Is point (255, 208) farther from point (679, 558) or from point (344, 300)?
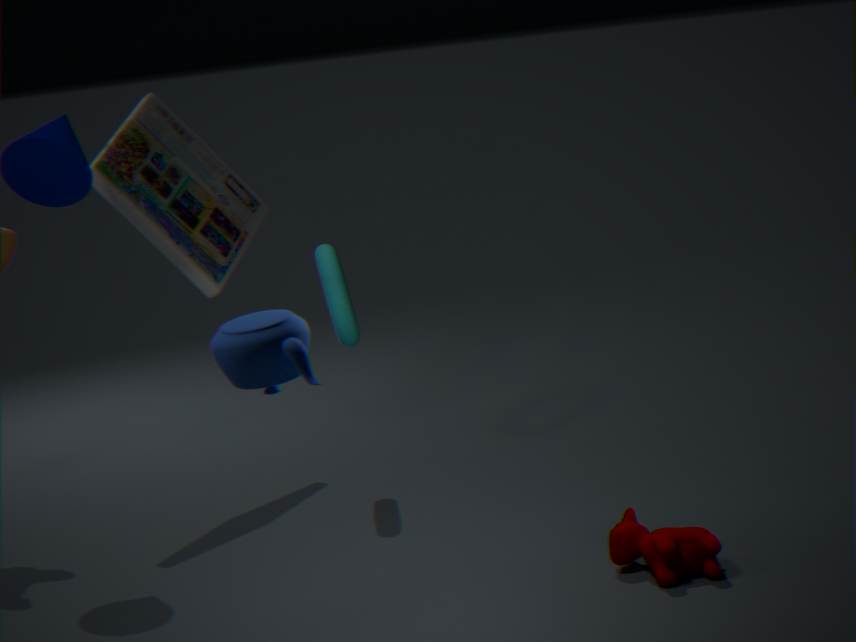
point (679, 558)
